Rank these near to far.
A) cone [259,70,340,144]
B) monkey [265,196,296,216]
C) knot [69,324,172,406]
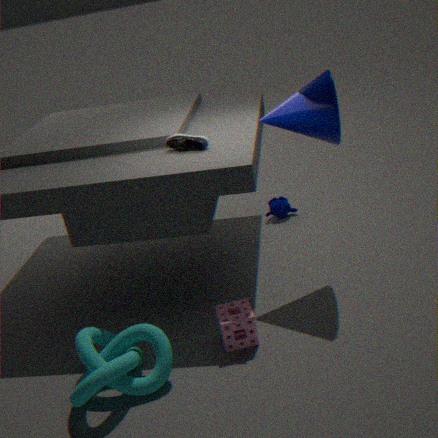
knot [69,324,172,406] → cone [259,70,340,144] → monkey [265,196,296,216]
